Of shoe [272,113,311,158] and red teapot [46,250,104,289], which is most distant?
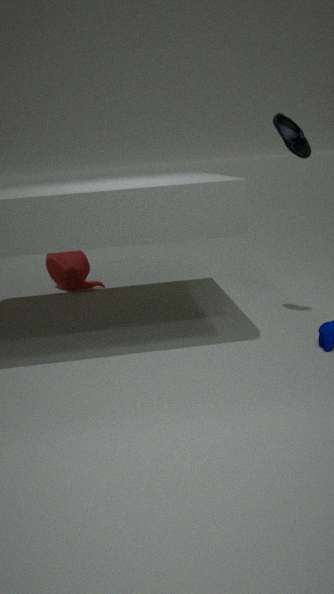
red teapot [46,250,104,289]
